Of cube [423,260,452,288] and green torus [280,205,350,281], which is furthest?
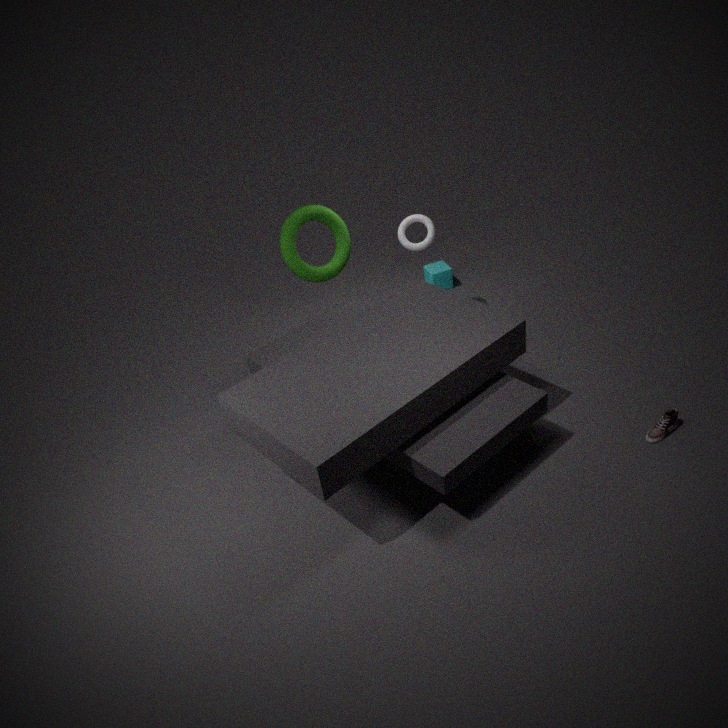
cube [423,260,452,288]
